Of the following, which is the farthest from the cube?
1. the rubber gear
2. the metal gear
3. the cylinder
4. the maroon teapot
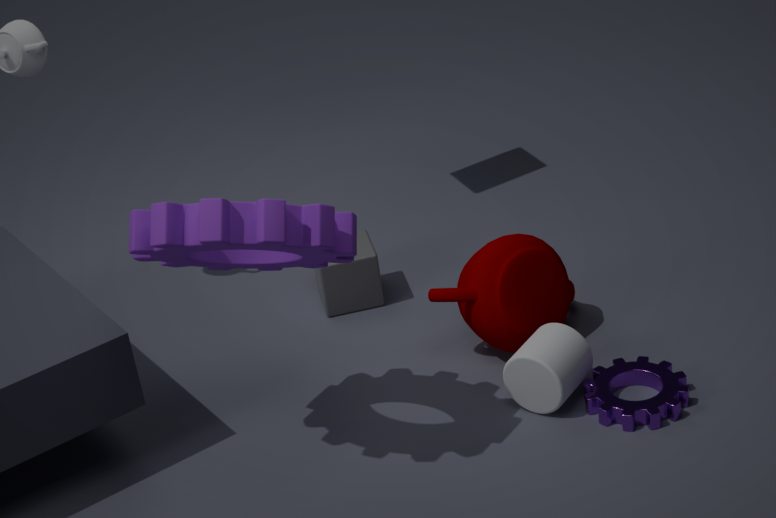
the metal gear
